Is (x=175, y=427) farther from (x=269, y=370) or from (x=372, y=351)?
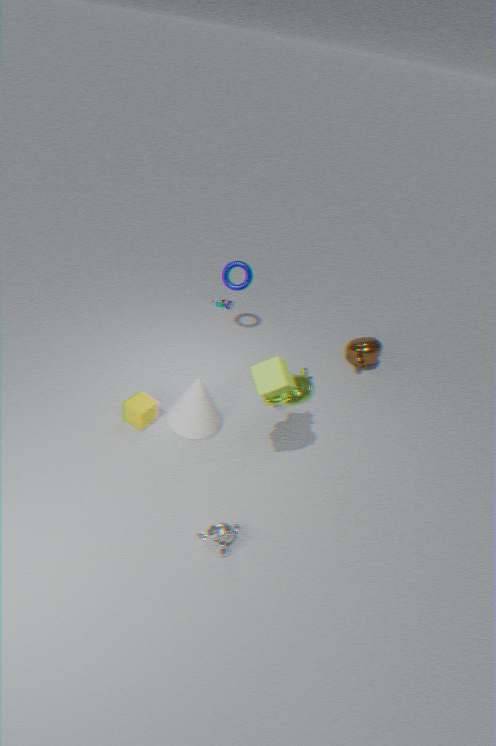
(x=372, y=351)
